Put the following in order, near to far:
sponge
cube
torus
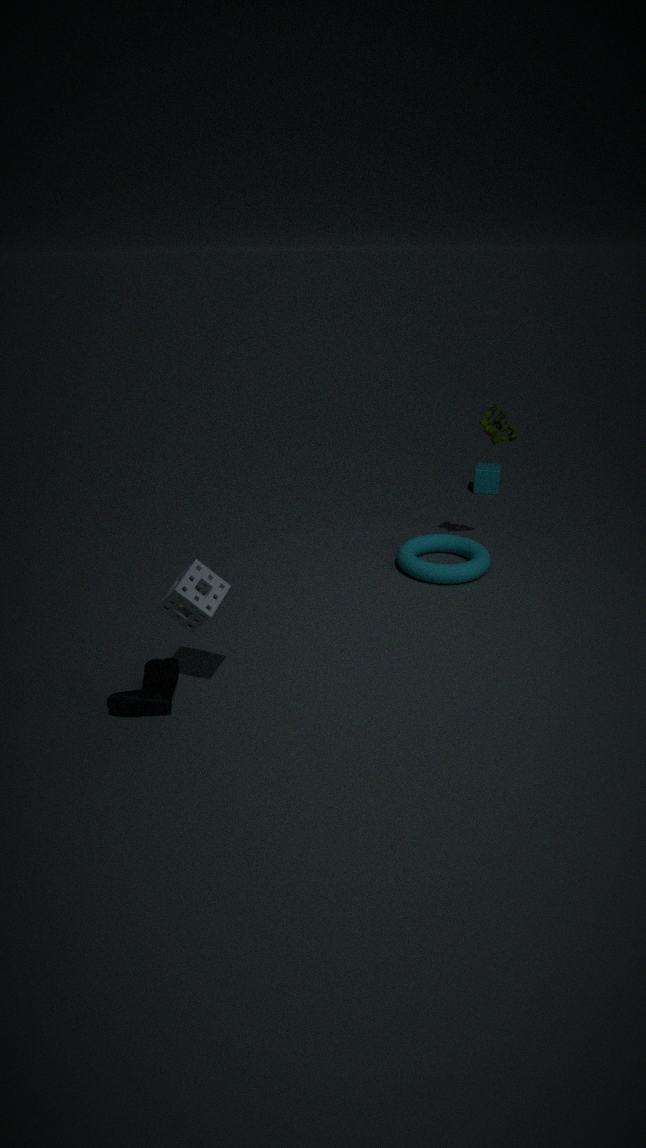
sponge < torus < cube
